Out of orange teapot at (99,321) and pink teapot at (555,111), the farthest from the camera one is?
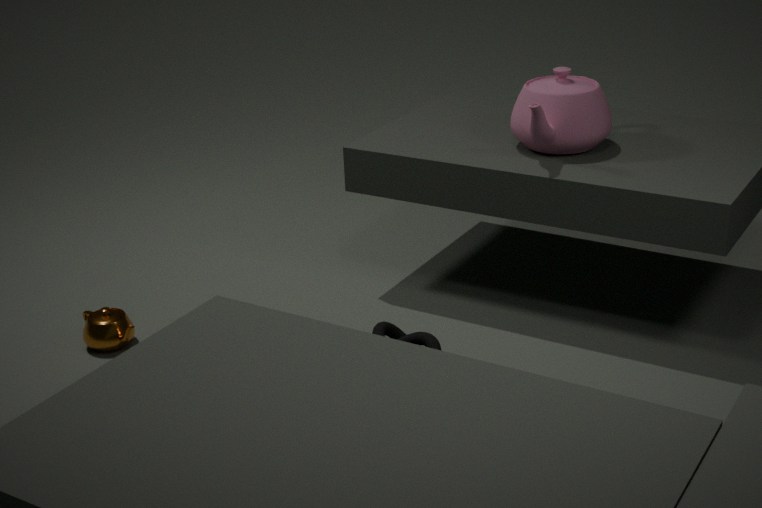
orange teapot at (99,321)
